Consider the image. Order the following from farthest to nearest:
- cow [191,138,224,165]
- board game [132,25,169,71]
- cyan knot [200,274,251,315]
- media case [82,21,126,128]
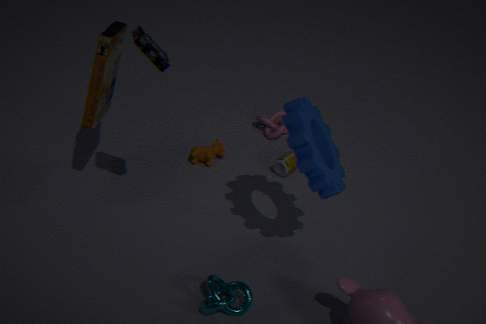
cow [191,138,224,165] → media case [82,21,126,128] → cyan knot [200,274,251,315] → board game [132,25,169,71]
